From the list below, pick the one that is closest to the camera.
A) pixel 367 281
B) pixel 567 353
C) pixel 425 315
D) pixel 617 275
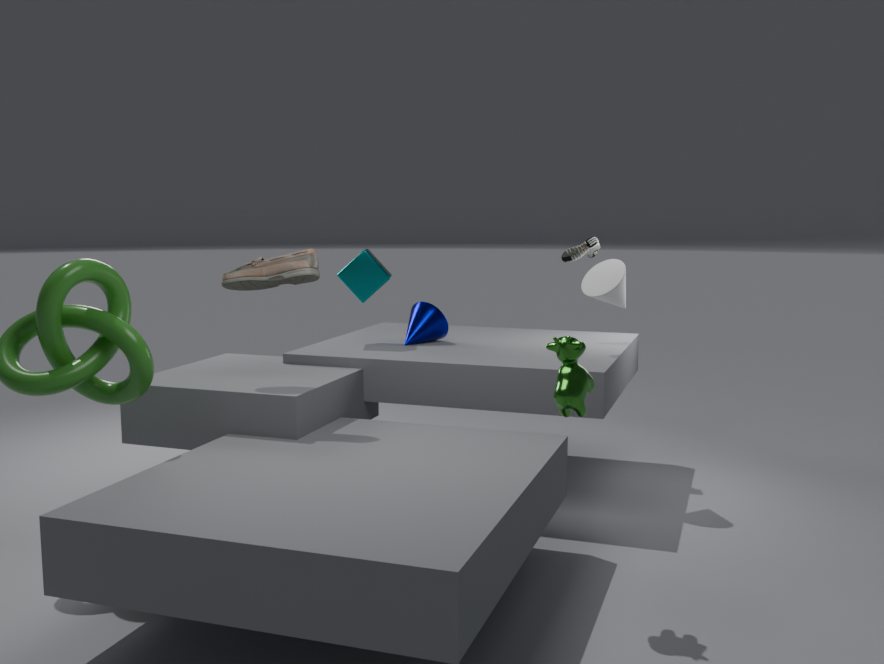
pixel 567 353
